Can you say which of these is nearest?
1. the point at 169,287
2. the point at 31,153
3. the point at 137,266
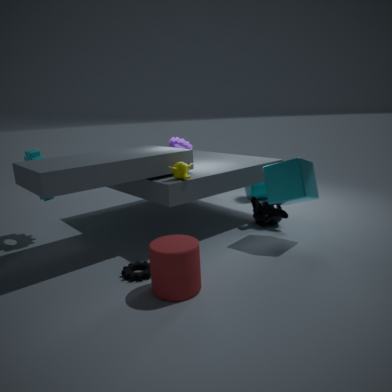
the point at 169,287
